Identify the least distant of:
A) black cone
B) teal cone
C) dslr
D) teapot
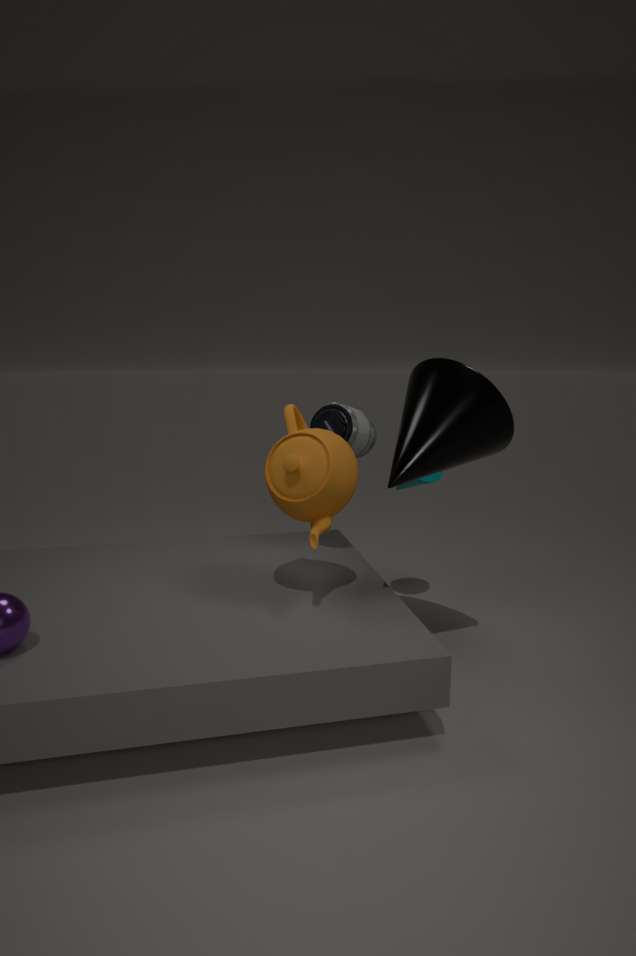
black cone
